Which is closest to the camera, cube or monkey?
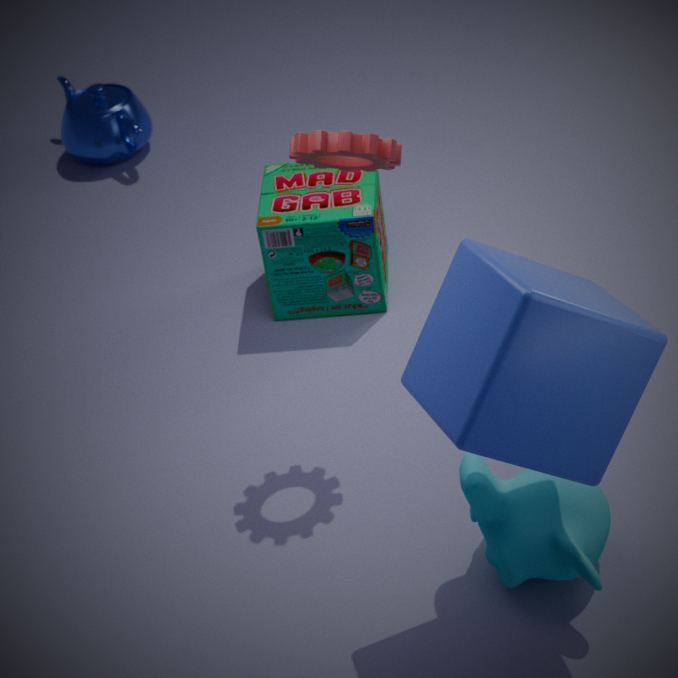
cube
